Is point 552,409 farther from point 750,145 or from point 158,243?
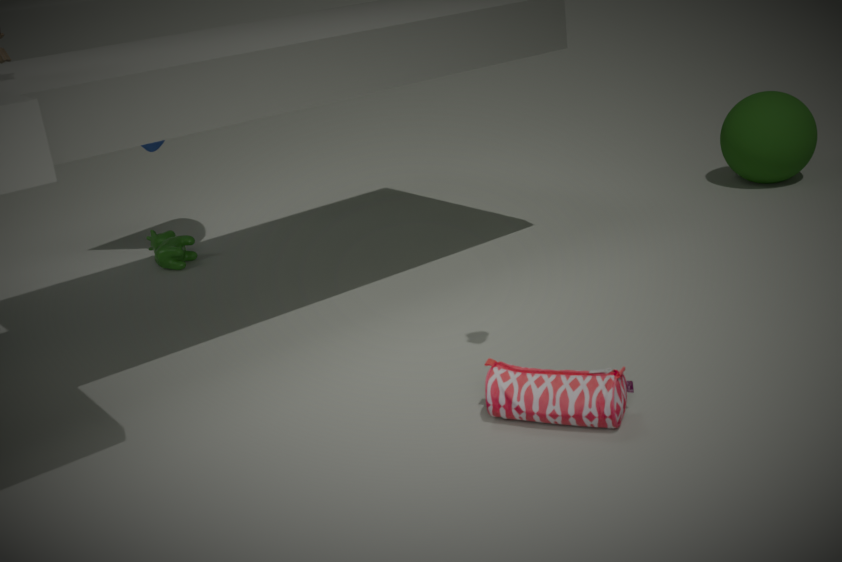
point 750,145
